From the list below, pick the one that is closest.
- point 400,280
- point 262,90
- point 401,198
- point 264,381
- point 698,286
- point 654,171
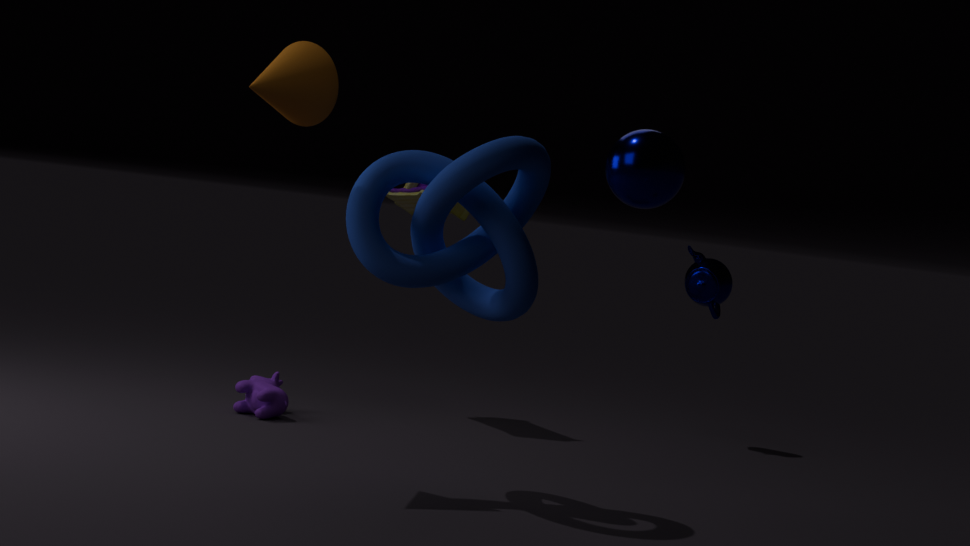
point 654,171
